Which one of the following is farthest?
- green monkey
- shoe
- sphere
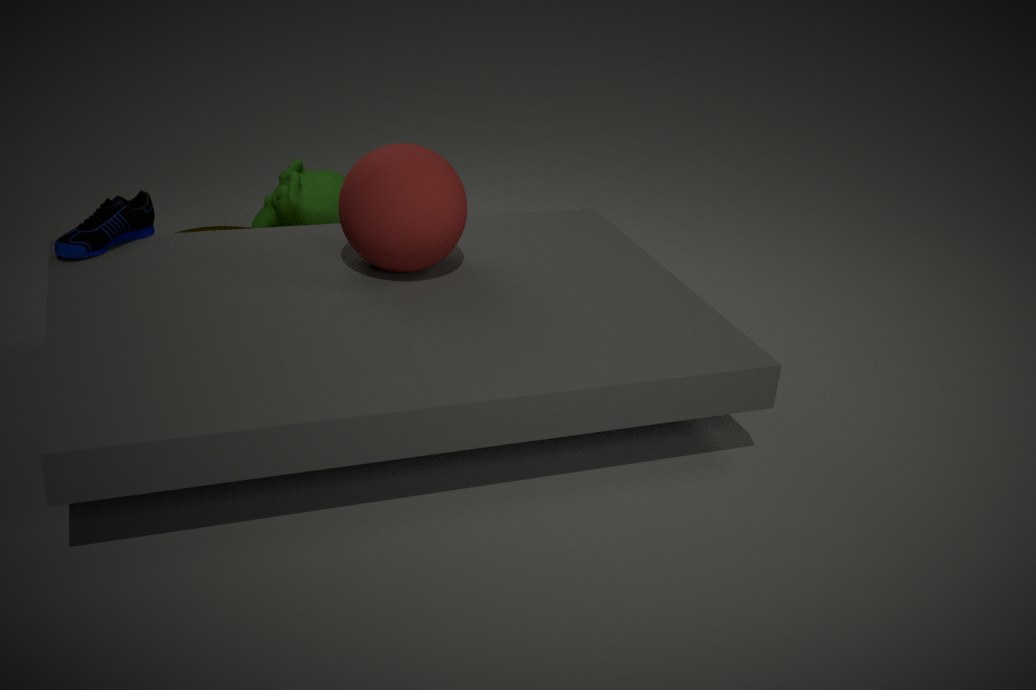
green monkey
